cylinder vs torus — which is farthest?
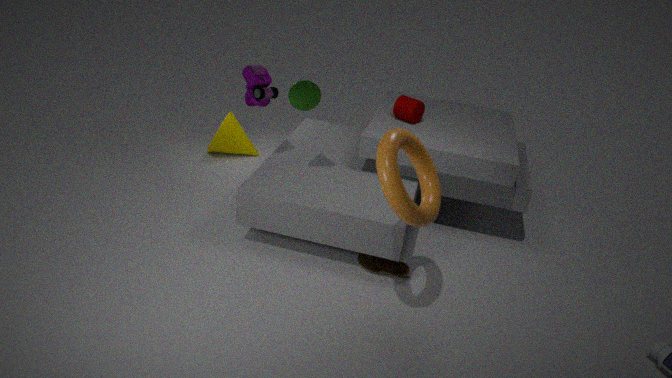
cylinder
